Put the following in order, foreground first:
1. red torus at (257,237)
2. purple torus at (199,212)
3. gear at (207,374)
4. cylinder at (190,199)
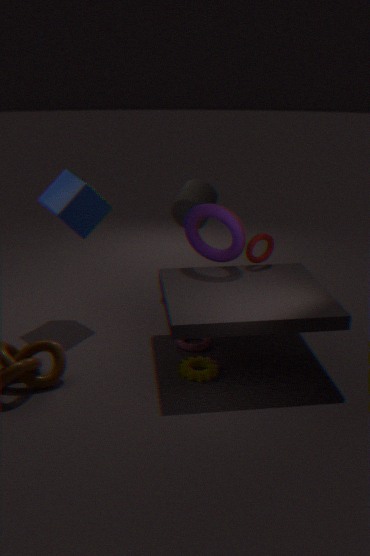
1. gear at (207,374)
2. purple torus at (199,212)
3. red torus at (257,237)
4. cylinder at (190,199)
